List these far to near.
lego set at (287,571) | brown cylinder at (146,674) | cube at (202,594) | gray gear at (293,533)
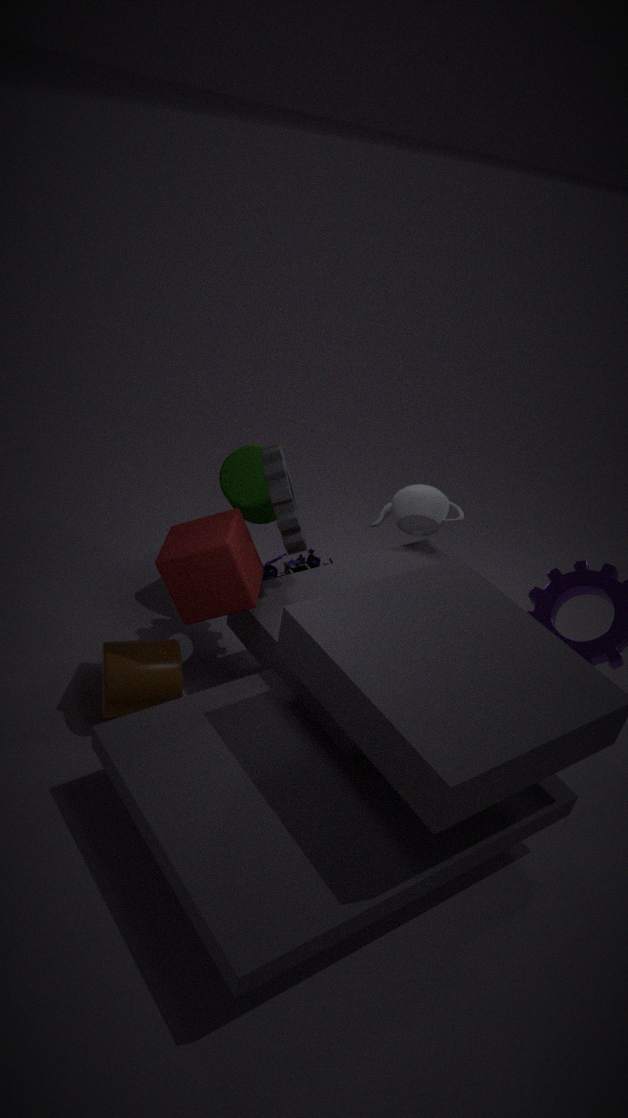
lego set at (287,571), gray gear at (293,533), brown cylinder at (146,674), cube at (202,594)
